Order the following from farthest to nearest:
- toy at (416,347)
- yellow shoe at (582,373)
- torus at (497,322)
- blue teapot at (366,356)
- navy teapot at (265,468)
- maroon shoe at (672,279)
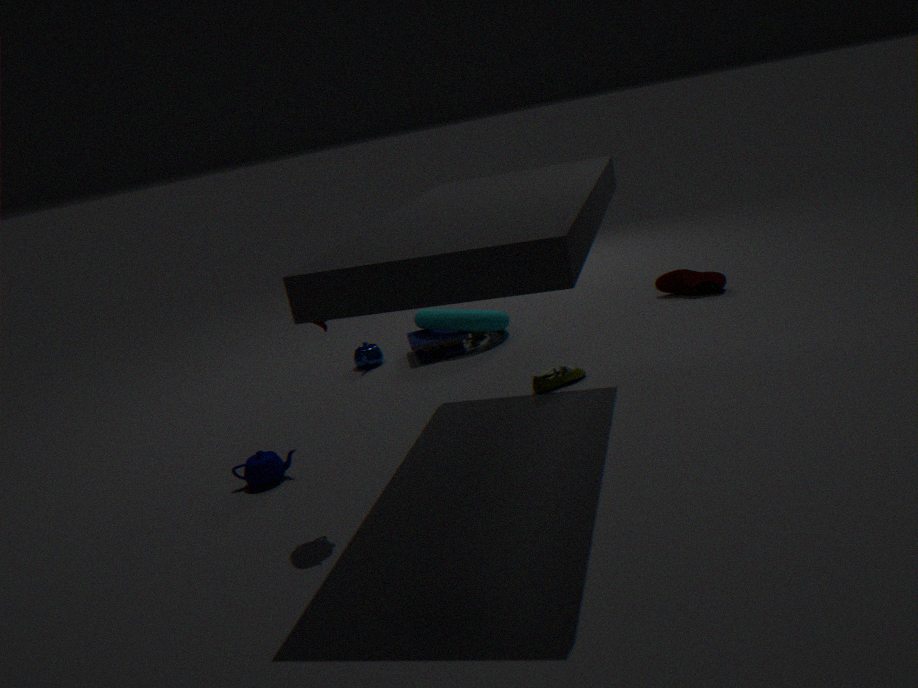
maroon shoe at (672,279), blue teapot at (366,356), torus at (497,322), toy at (416,347), yellow shoe at (582,373), navy teapot at (265,468)
